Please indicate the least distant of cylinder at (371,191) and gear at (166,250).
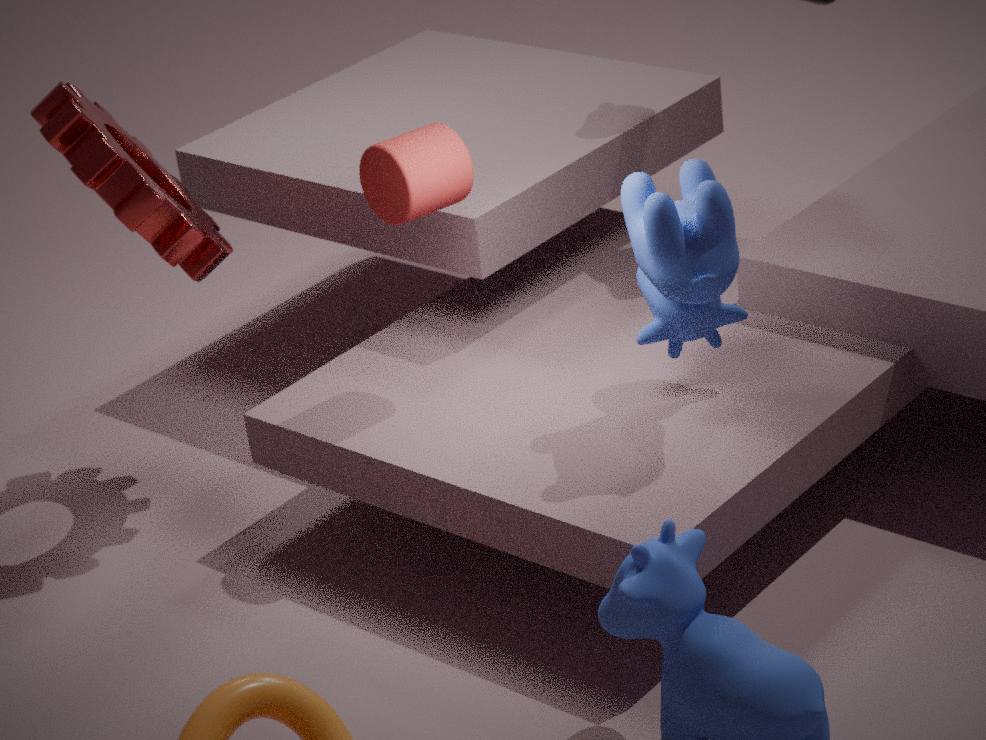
cylinder at (371,191)
